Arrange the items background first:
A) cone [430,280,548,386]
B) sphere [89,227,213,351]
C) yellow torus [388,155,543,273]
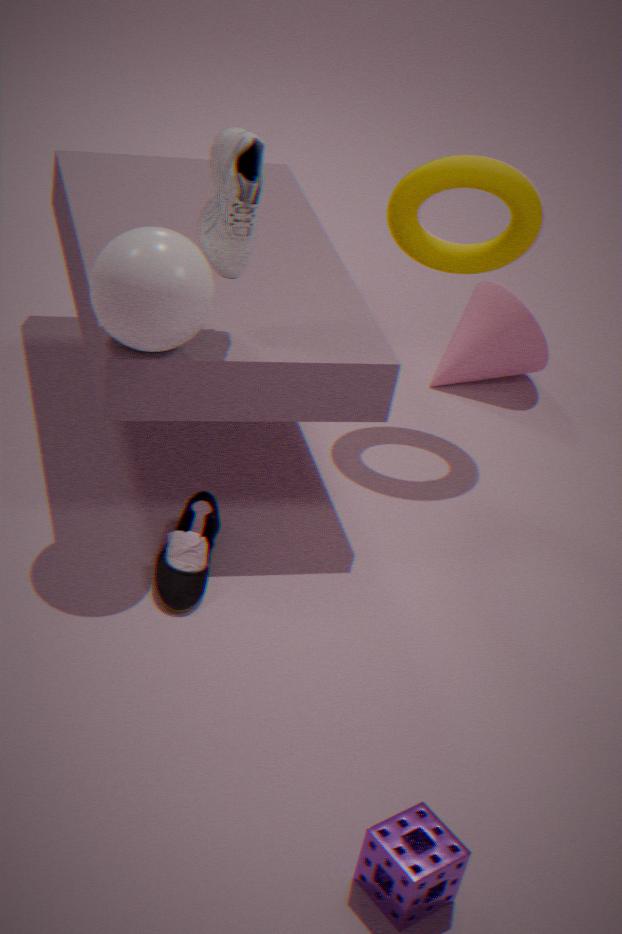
cone [430,280,548,386] < yellow torus [388,155,543,273] < sphere [89,227,213,351]
